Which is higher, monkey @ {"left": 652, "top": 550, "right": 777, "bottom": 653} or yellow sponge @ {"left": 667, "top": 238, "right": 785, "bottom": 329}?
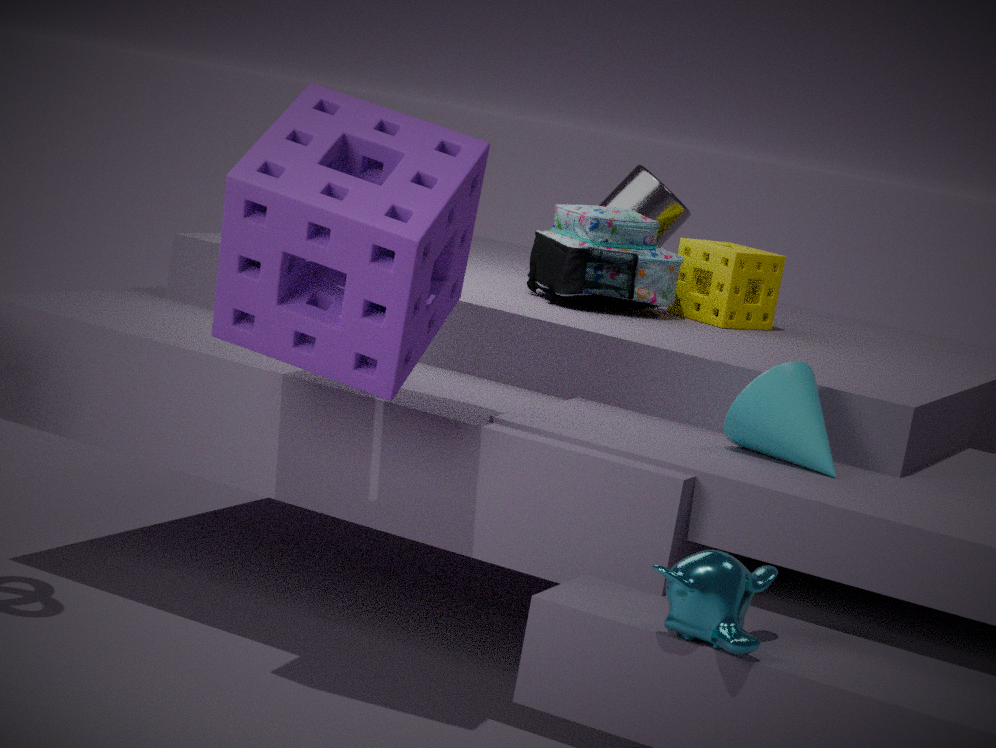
yellow sponge @ {"left": 667, "top": 238, "right": 785, "bottom": 329}
